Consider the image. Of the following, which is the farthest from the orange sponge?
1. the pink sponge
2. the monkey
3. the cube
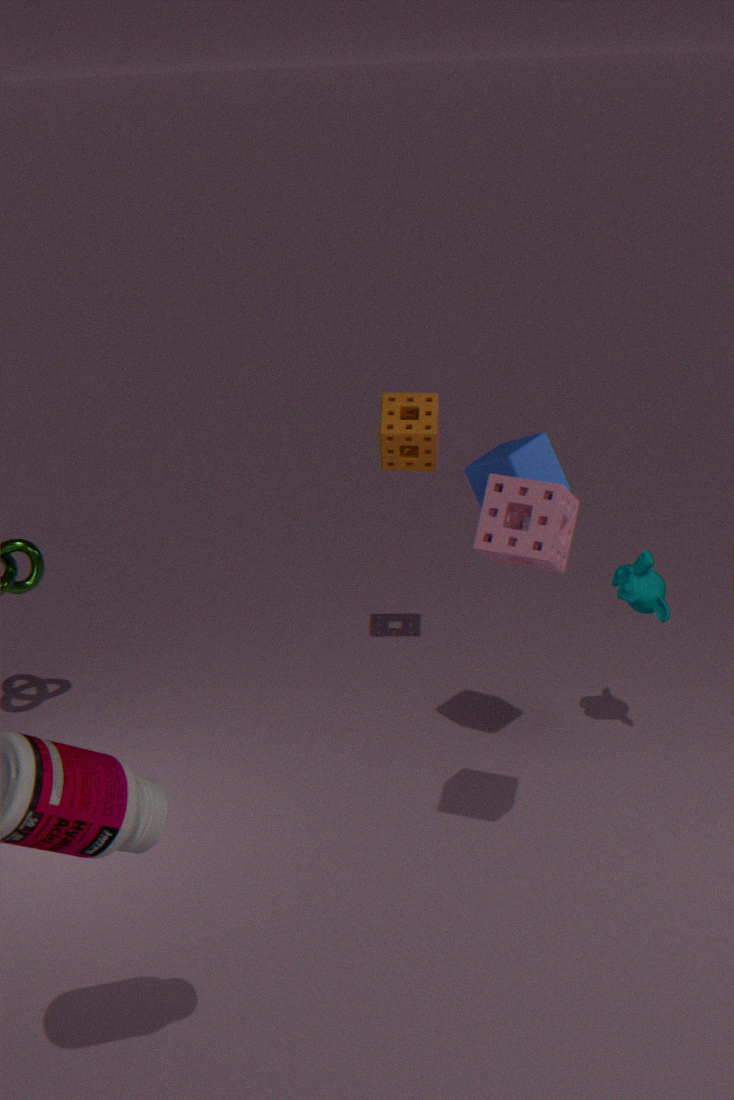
the pink sponge
